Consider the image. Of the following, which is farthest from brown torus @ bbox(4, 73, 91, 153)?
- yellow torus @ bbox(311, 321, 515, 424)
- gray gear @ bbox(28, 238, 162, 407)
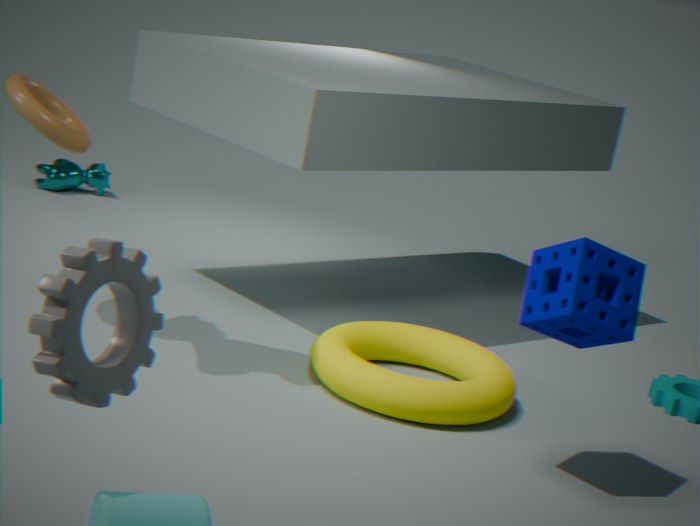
gray gear @ bbox(28, 238, 162, 407)
